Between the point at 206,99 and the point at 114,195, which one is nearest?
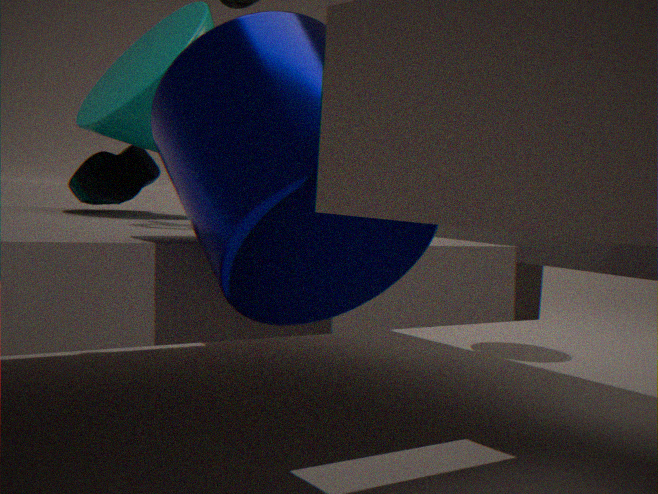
the point at 206,99
